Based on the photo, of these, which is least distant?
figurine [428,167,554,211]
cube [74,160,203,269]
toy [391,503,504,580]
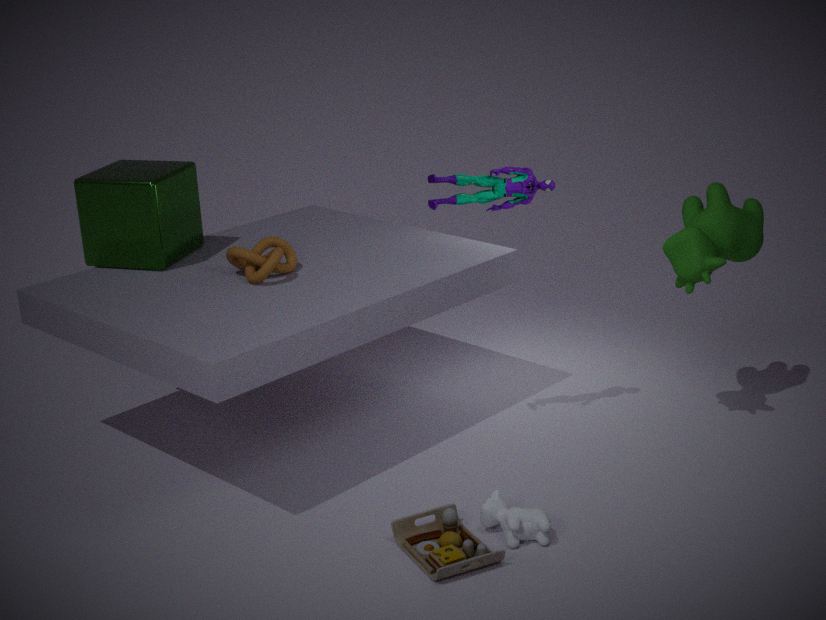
toy [391,503,504,580]
